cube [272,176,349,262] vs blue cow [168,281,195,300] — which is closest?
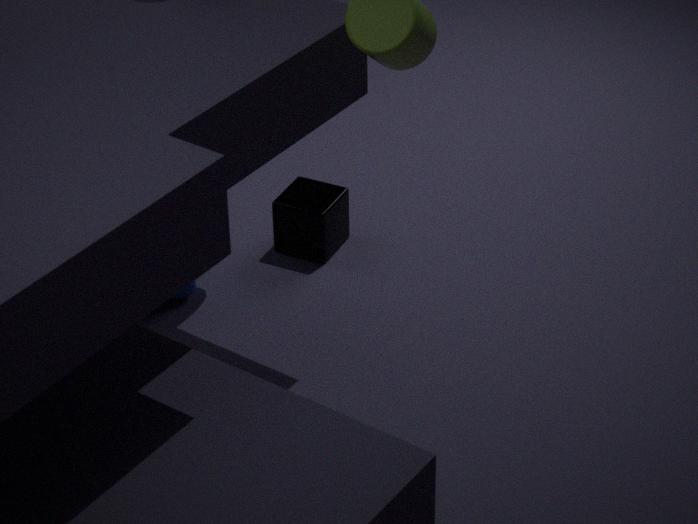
blue cow [168,281,195,300]
